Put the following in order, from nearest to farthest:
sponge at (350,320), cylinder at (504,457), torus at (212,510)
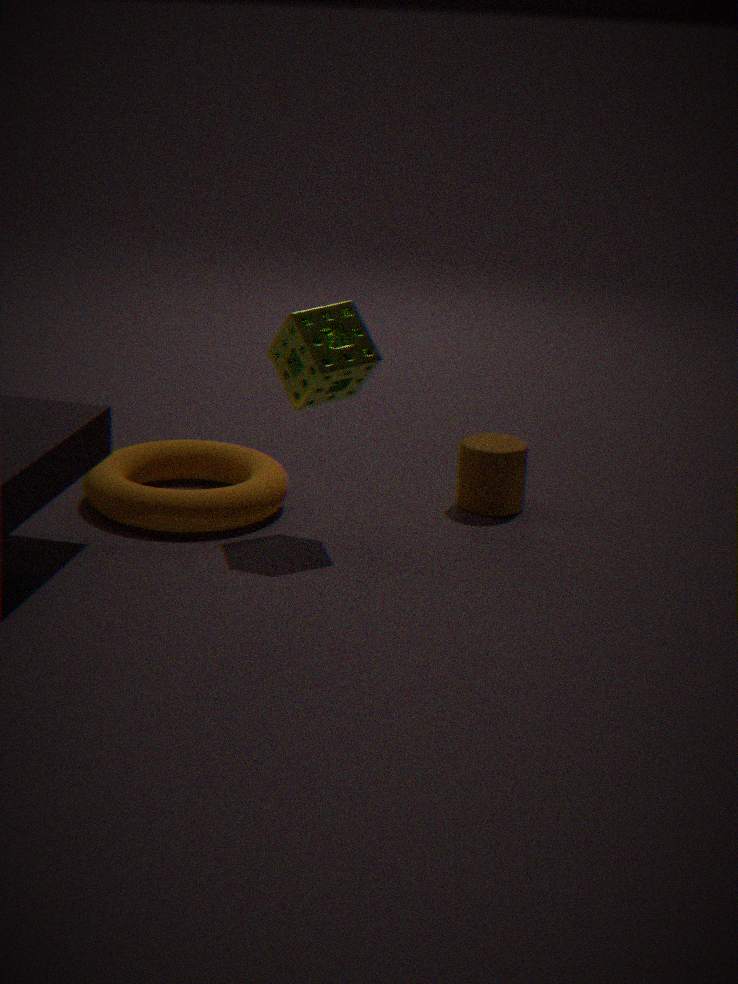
sponge at (350,320)
torus at (212,510)
cylinder at (504,457)
